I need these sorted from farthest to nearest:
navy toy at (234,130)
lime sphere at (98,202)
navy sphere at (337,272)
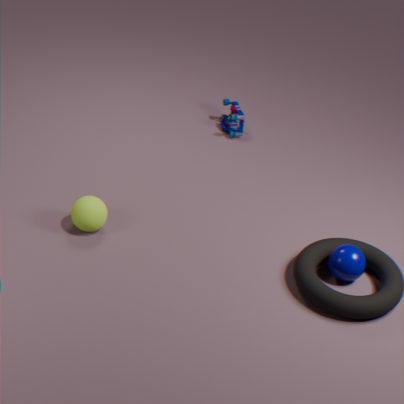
navy toy at (234,130) → lime sphere at (98,202) → navy sphere at (337,272)
